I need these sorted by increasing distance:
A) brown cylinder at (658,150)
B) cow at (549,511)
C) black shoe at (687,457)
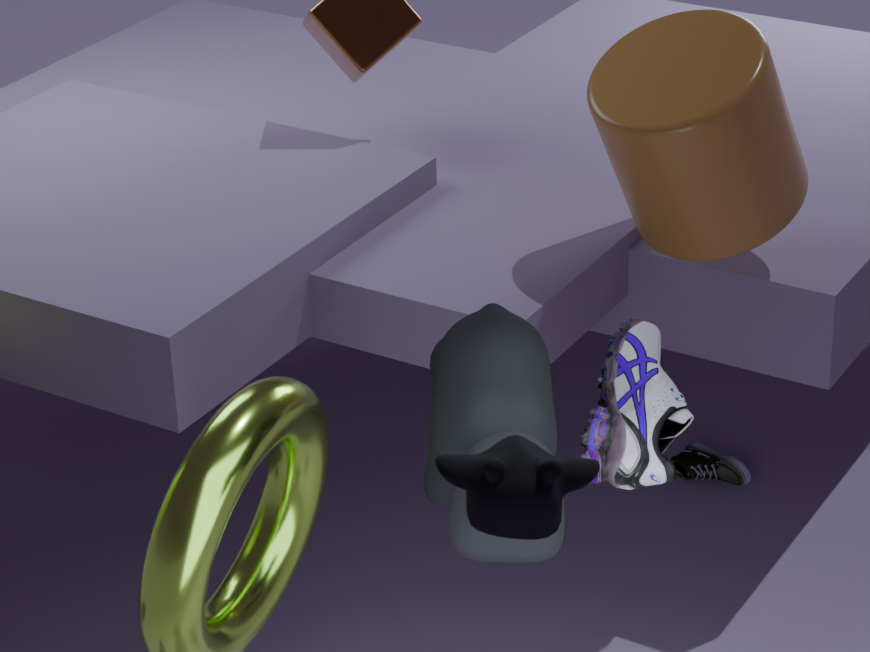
cow at (549,511) < brown cylinder at (658,150) < black shoe at (687,457)
